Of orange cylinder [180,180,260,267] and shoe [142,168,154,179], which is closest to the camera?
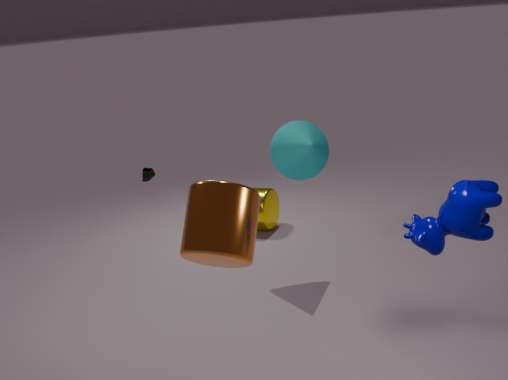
orange cylinder [180,180,260,267]
